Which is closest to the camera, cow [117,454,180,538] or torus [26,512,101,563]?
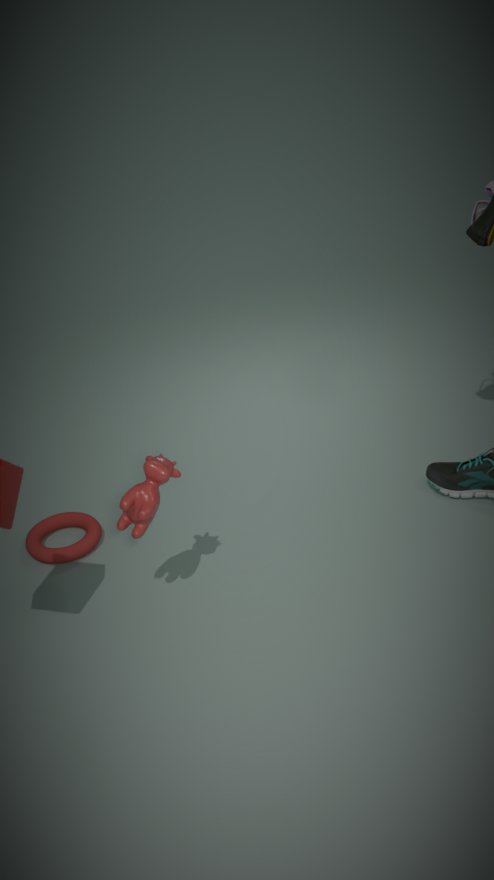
cow [117,454,180,538]
